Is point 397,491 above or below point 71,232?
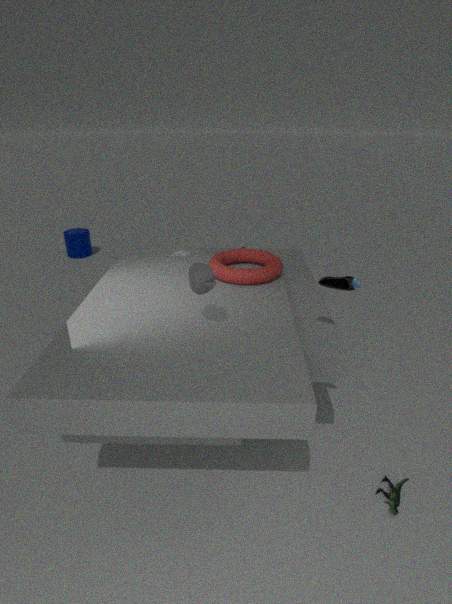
below
